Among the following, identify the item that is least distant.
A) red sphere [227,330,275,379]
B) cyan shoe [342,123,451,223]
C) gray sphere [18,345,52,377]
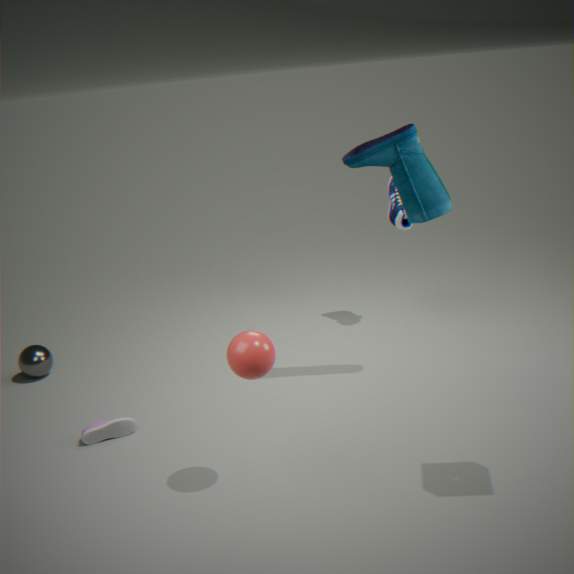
red sphere [227,330,275,379]
